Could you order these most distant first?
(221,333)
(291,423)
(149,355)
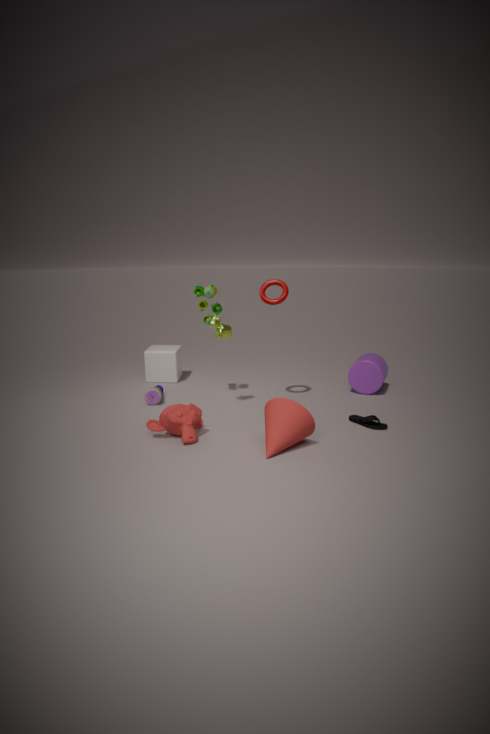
1. (149,355)
2. (221,333)
3. (291,423)
